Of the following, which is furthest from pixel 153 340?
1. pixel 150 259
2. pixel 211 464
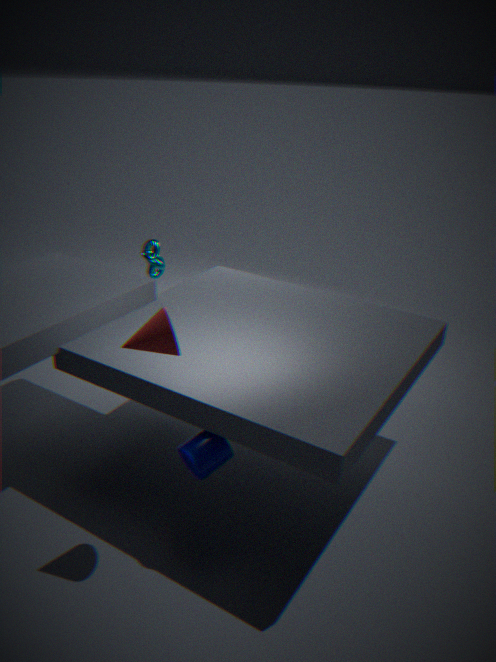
pixel 150 259
